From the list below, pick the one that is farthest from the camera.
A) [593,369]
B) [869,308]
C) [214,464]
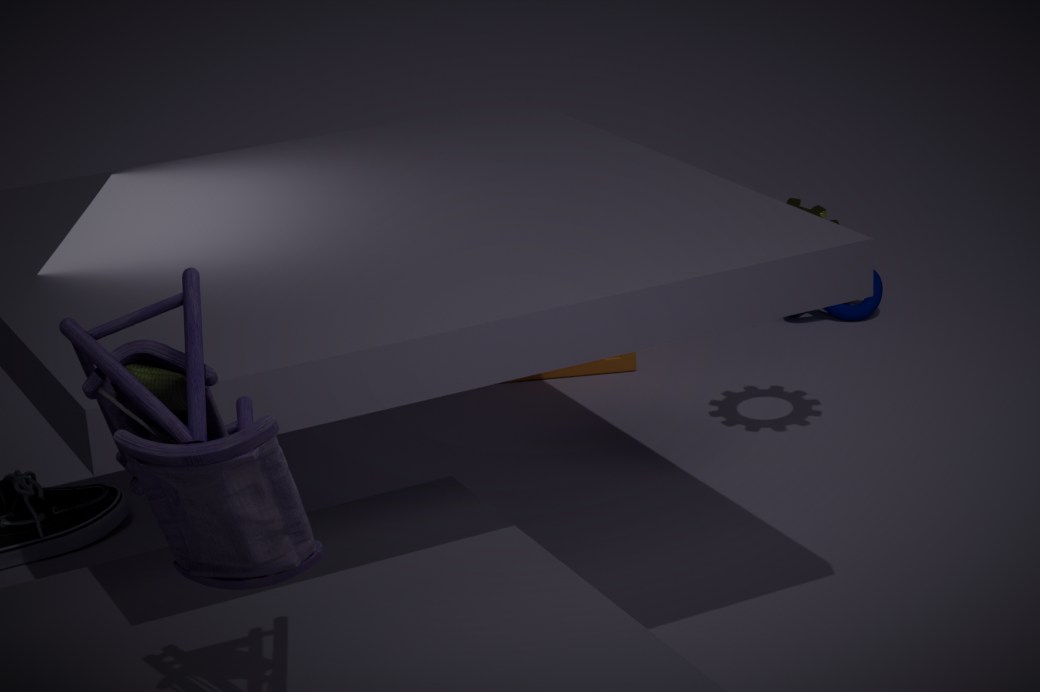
[869,308]
